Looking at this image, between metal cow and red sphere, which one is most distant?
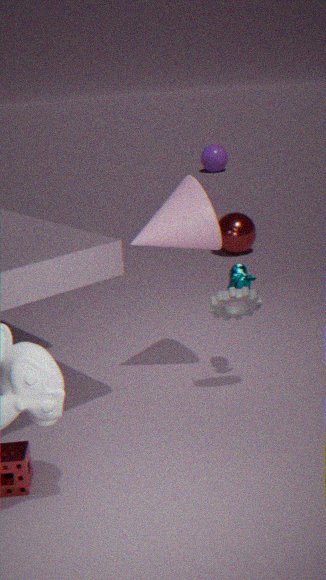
red sphere
